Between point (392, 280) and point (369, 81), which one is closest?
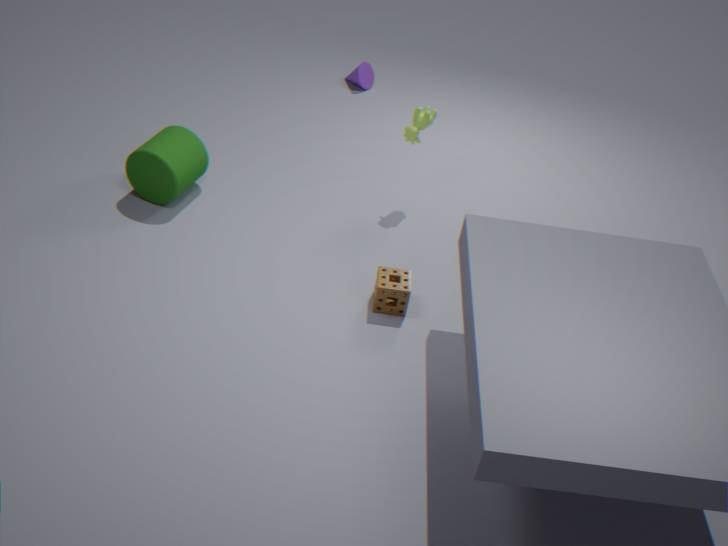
point (392, 280)
